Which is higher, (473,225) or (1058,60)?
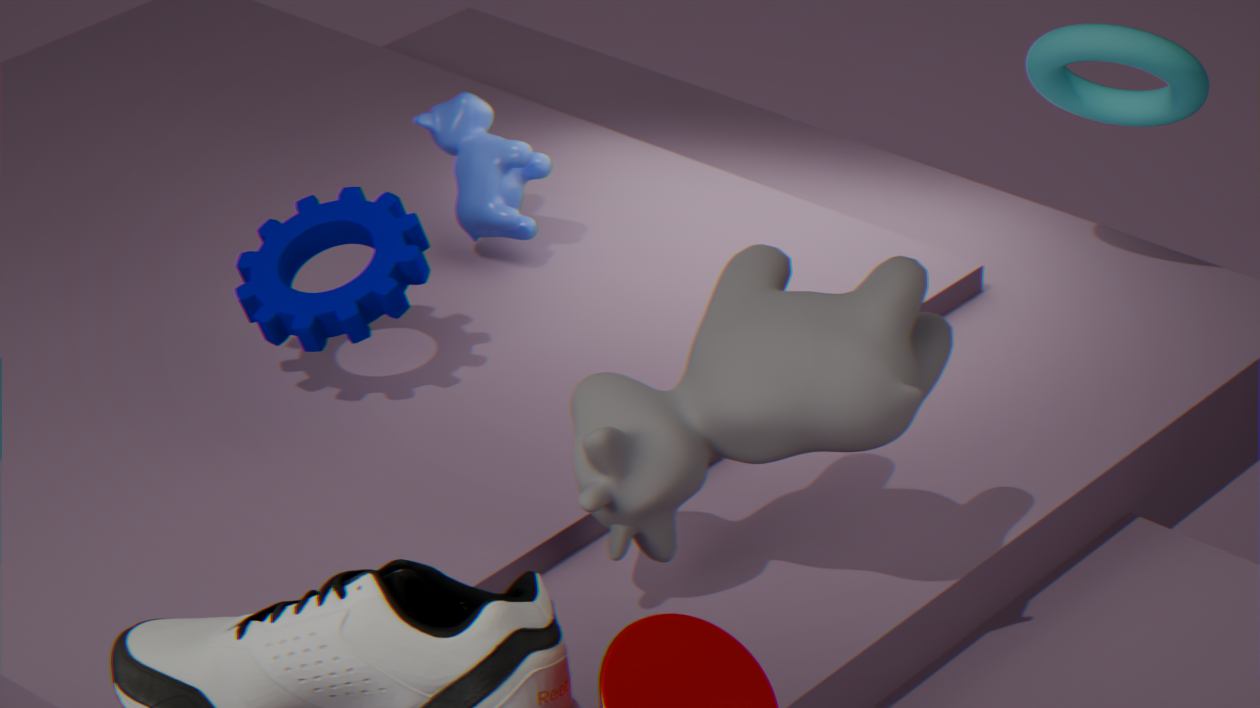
(1058,60)
